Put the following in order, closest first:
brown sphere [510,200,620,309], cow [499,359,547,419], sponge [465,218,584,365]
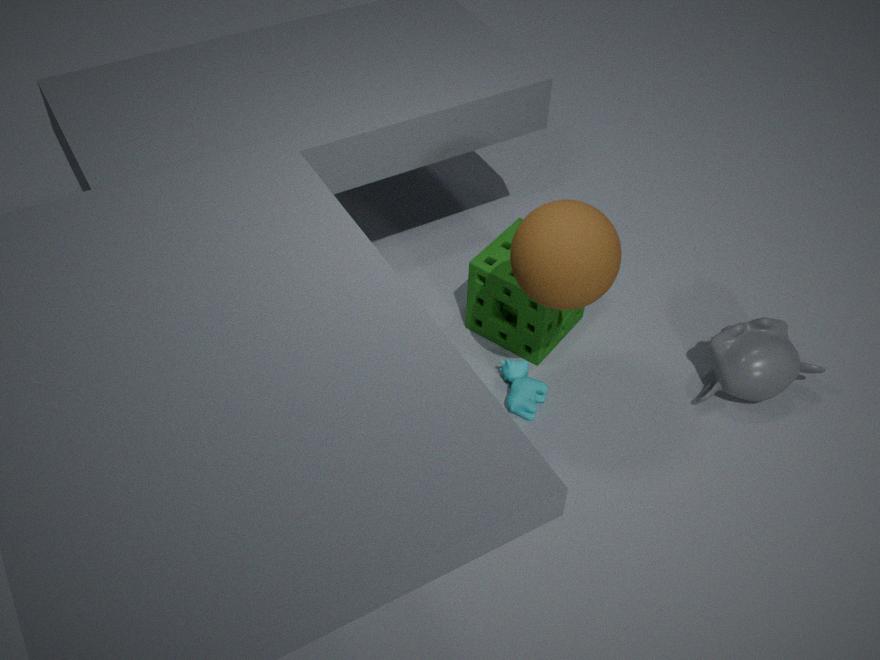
brown sphere [510,200,620,309] < cow [499,359,547,419] < sponge [465,218,584,365]
